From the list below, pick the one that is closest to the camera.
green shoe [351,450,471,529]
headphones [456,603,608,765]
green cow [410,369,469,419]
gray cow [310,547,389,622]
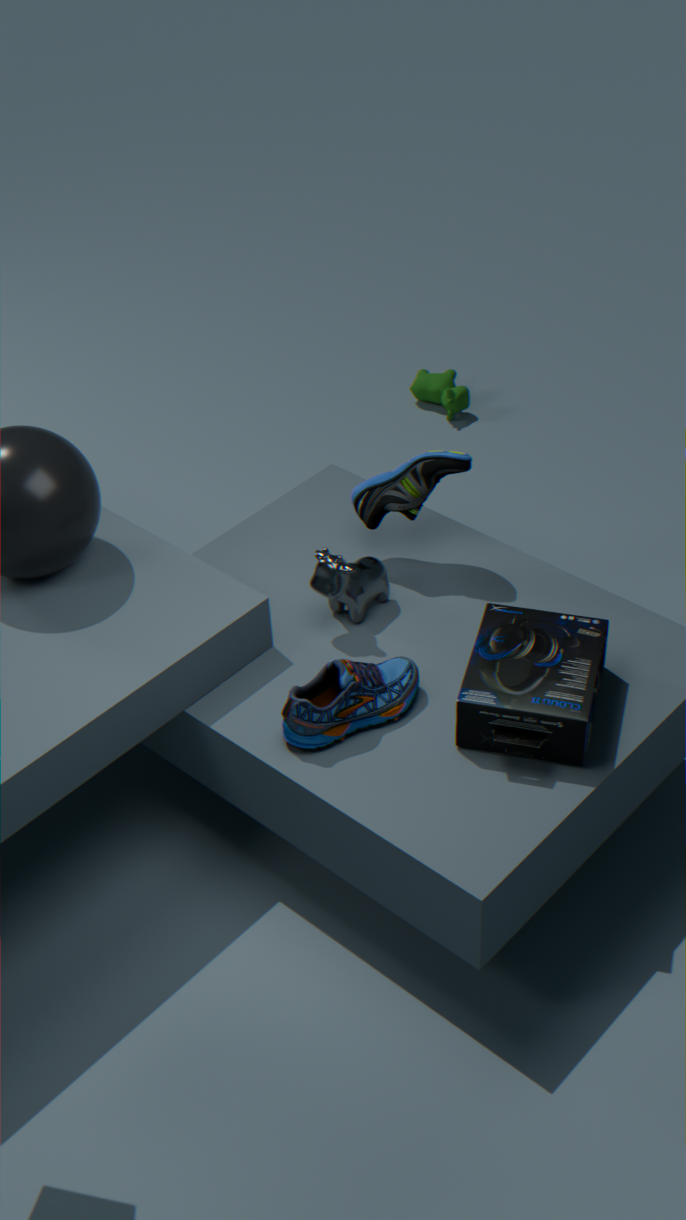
headphones [456,603,608,765]
